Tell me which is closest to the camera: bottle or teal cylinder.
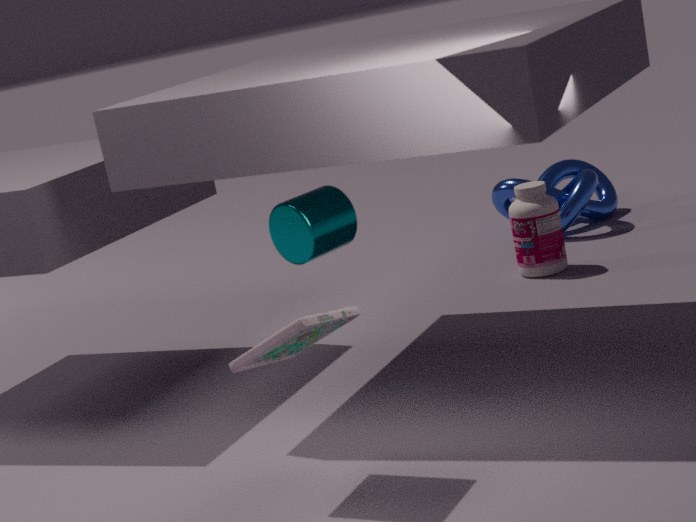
teal cylinder
